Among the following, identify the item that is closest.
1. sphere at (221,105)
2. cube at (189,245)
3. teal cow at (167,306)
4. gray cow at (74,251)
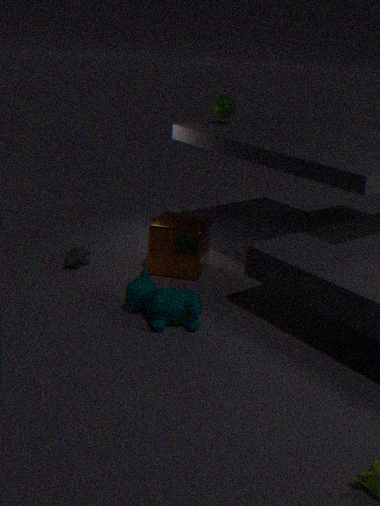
teal cow at (167,306)
